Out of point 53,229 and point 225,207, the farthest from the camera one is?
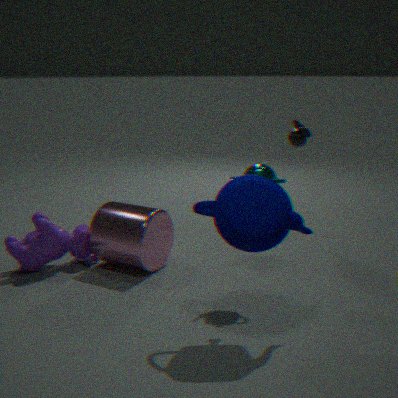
point 53,229
